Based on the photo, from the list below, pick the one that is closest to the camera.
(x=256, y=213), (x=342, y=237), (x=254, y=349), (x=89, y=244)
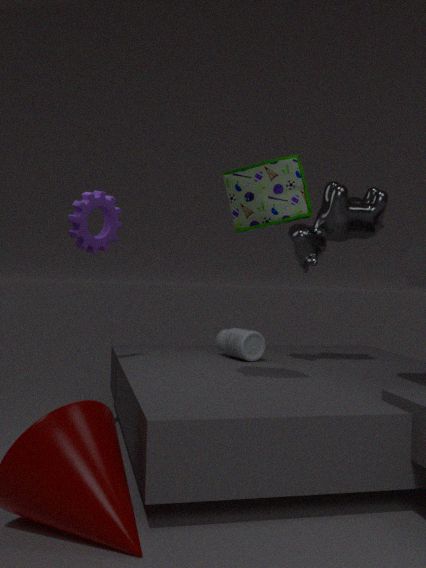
(x=256, y=213)
